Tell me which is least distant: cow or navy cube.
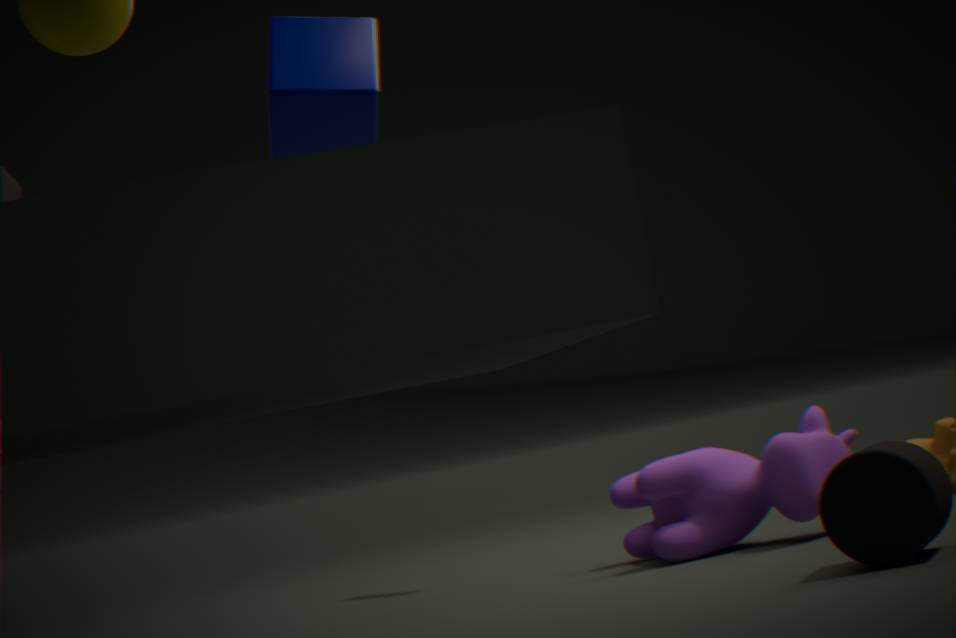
navy cube
